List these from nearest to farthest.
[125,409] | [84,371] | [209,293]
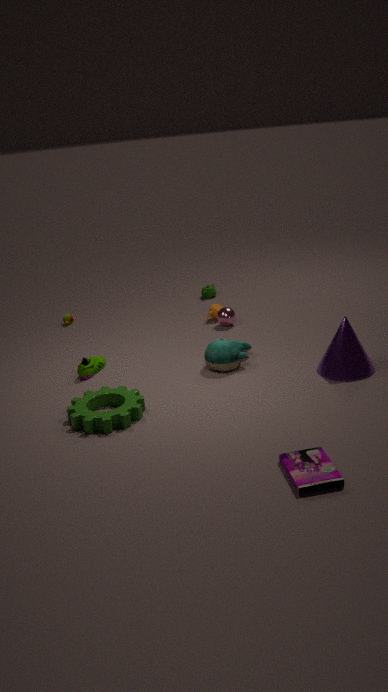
[125,409], [84,371], [209,293]
